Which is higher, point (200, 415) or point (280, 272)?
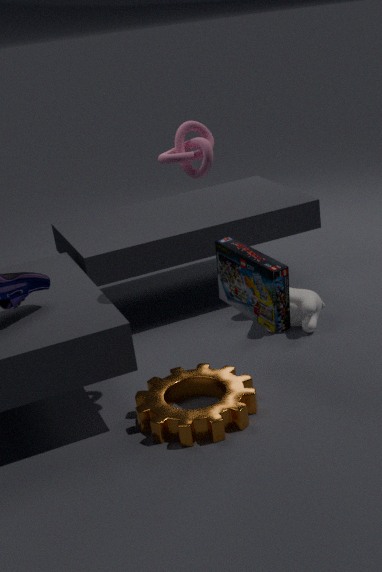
point (280, 272)
